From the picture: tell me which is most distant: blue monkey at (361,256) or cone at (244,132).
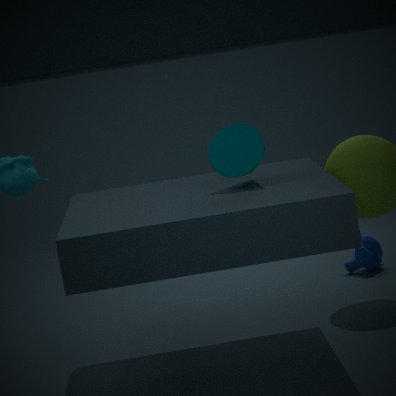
blue monkey at (361,256)
